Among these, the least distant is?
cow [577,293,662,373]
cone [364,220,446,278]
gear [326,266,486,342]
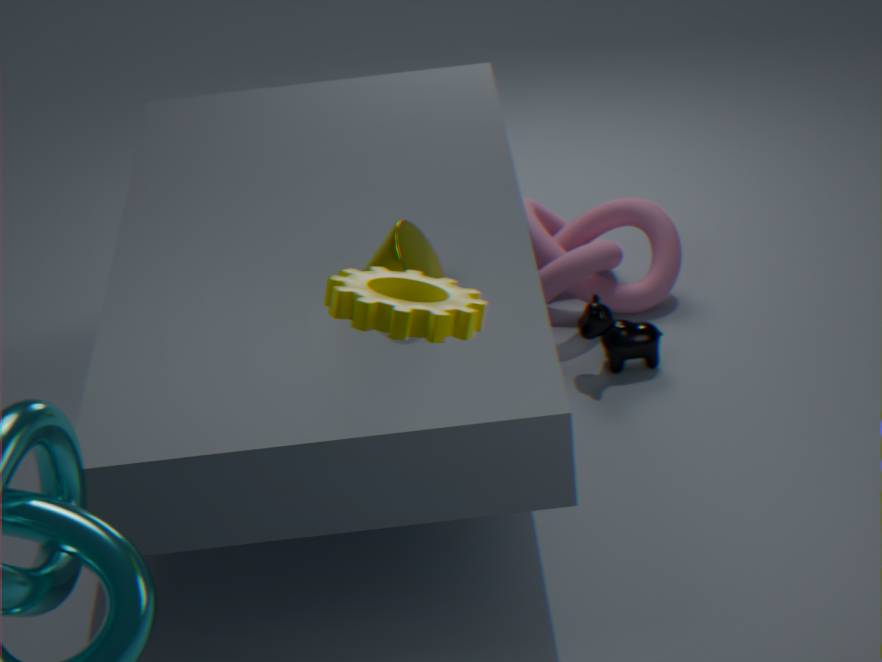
gear [326,266,486,342]
